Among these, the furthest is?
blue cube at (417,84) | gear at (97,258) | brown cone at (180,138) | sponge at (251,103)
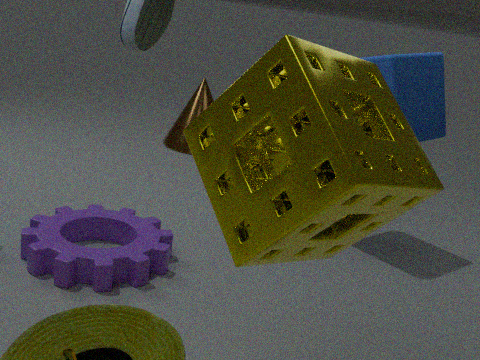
brown cone at (180,138)
